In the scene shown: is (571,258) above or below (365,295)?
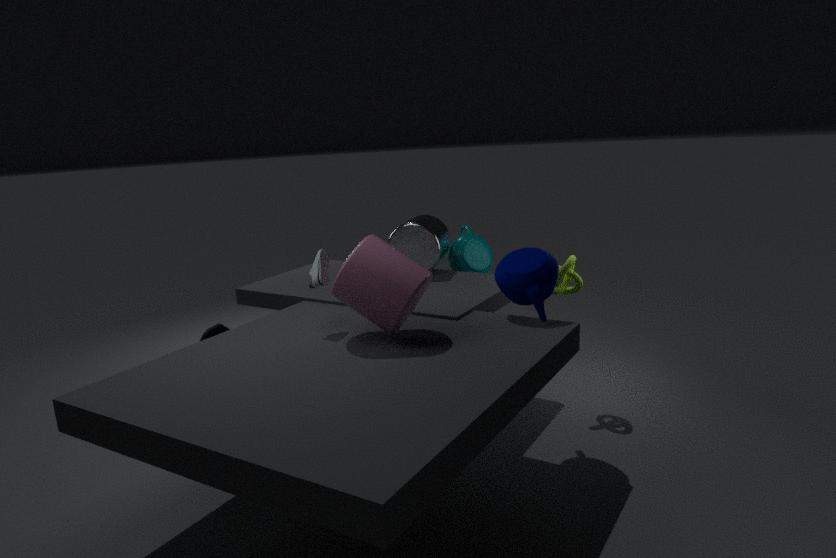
below
